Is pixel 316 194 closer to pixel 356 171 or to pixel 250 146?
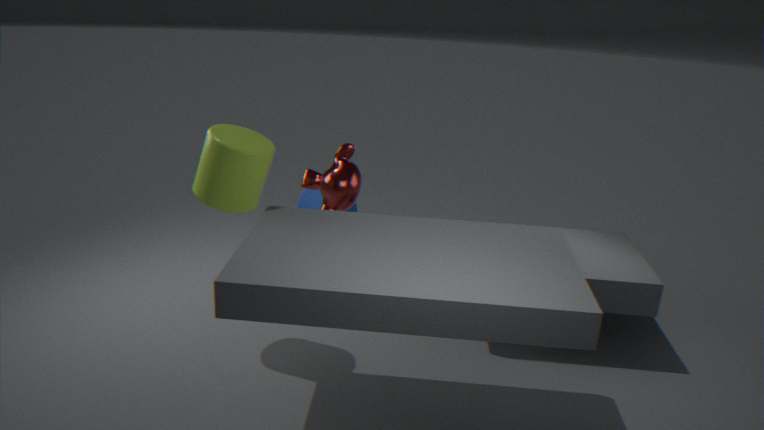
pixel 356 171
